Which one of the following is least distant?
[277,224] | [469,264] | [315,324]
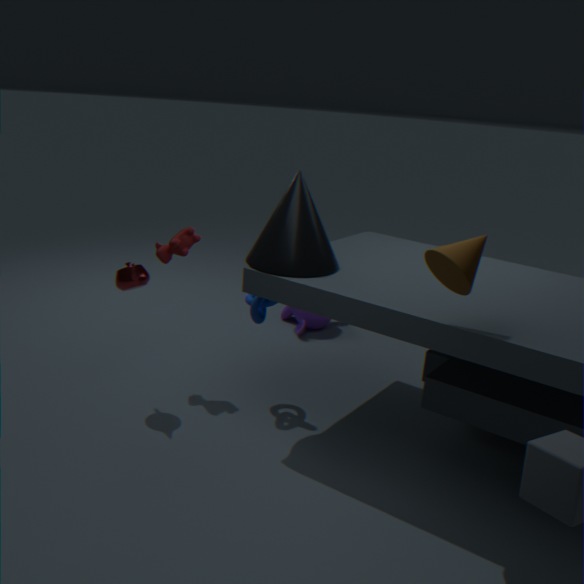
[469,264]
